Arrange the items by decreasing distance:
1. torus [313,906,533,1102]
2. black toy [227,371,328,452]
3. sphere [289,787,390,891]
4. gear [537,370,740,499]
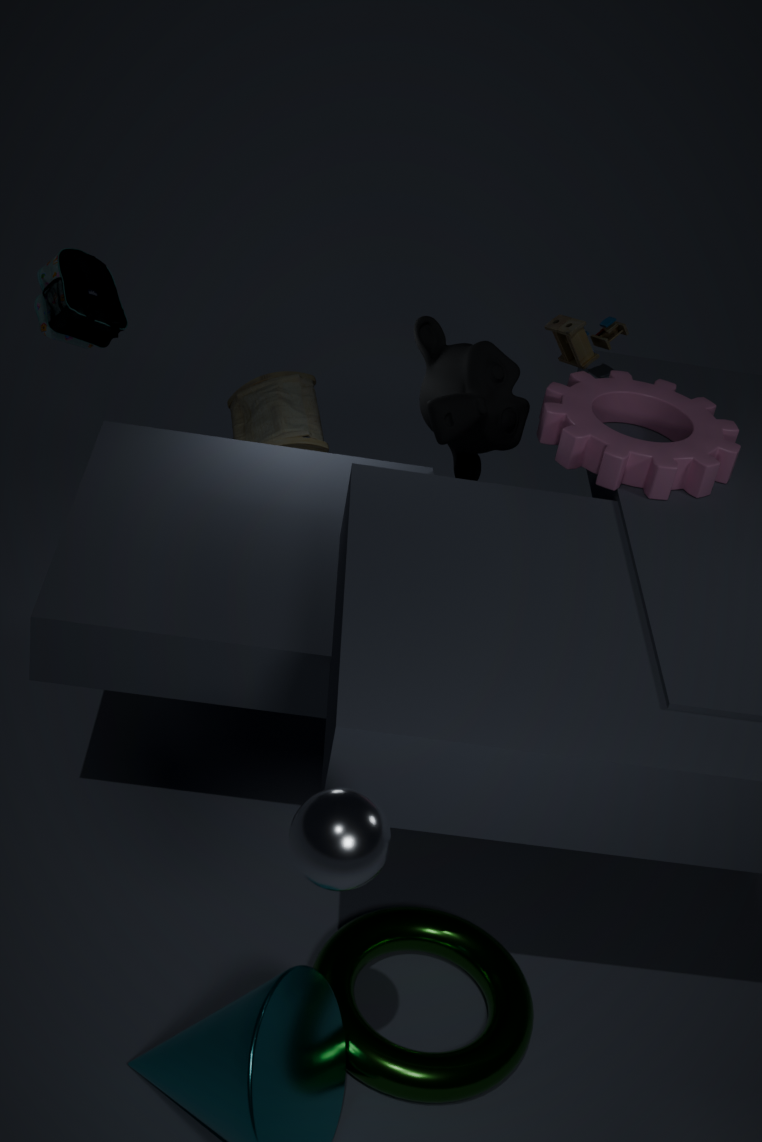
black toy [227,371,328,452]
gear [537,370,740,499]
torus [313,906,533,1102]
sphere [289,787,390,891]
